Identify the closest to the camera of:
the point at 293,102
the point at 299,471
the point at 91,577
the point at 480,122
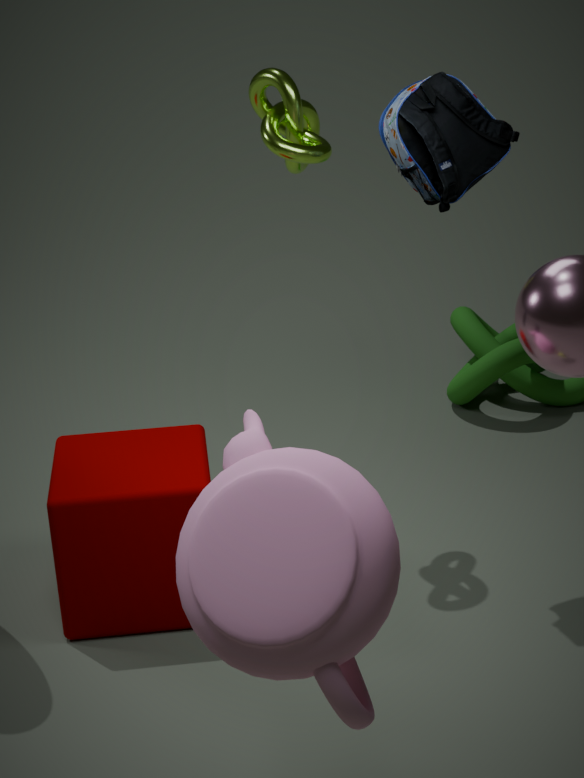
the point at 299,471
